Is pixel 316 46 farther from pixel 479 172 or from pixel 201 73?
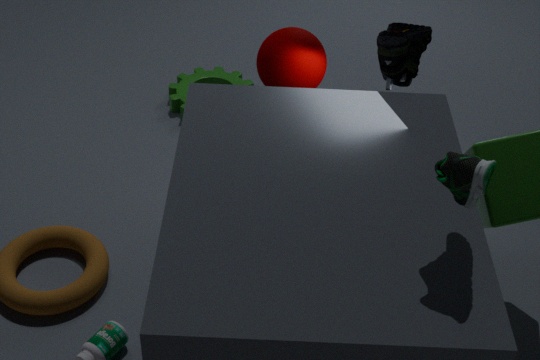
pixel 479 172
